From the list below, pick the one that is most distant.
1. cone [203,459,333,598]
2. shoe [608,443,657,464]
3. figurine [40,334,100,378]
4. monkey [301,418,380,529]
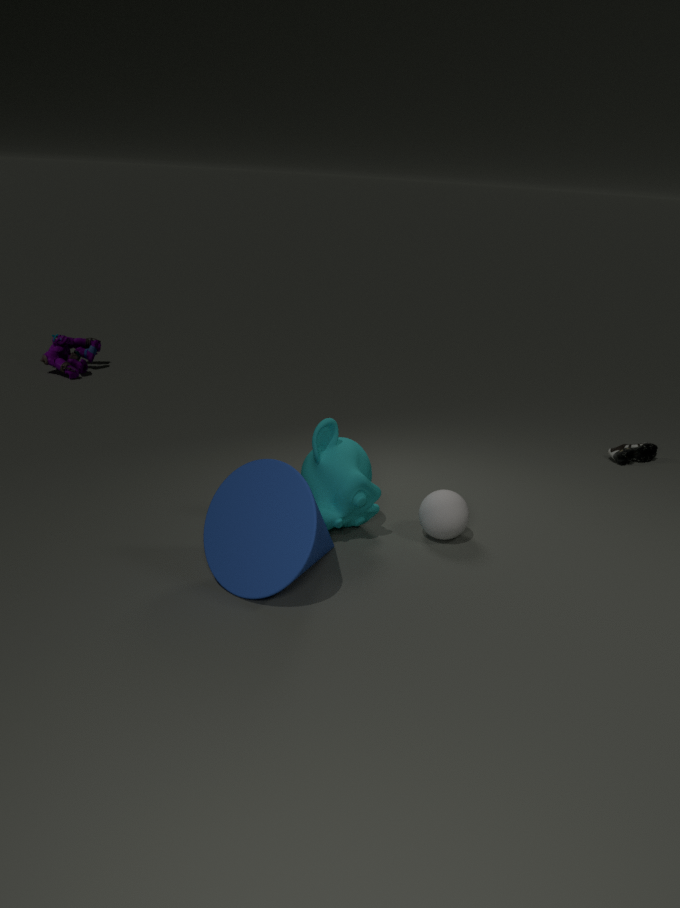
figurine [40,334,100,378]
